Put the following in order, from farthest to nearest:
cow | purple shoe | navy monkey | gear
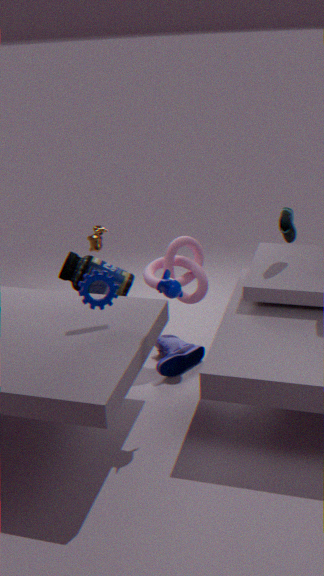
1. cow
2. purple shoe
3. gear
4. navy monkey
